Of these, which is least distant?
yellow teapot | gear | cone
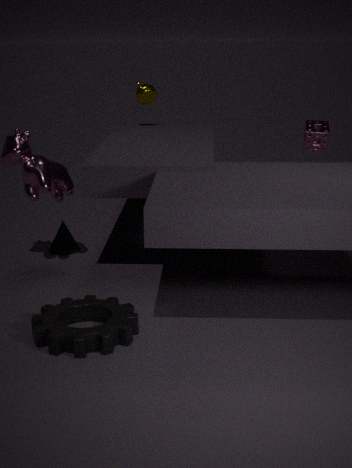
gear
